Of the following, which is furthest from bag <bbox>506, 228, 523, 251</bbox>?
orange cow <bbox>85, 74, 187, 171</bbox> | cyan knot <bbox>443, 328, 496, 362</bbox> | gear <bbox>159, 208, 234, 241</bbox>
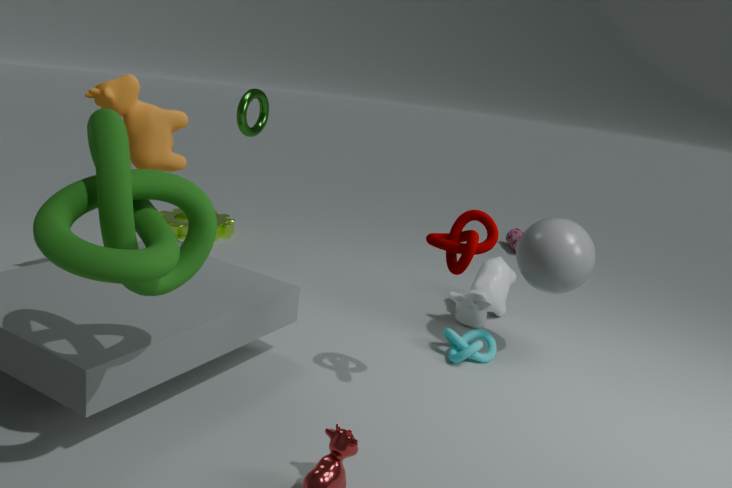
orange cow <bbox>85, 74, 187, 171</bbox>
